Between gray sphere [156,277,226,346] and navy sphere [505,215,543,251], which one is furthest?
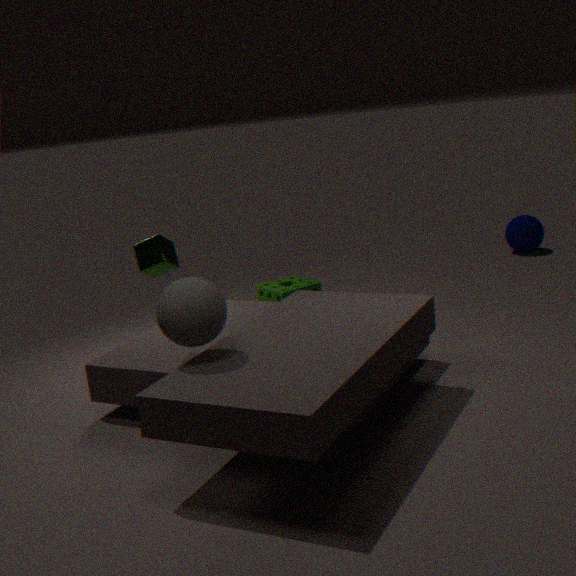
navy sphere [505,215,543,251]
